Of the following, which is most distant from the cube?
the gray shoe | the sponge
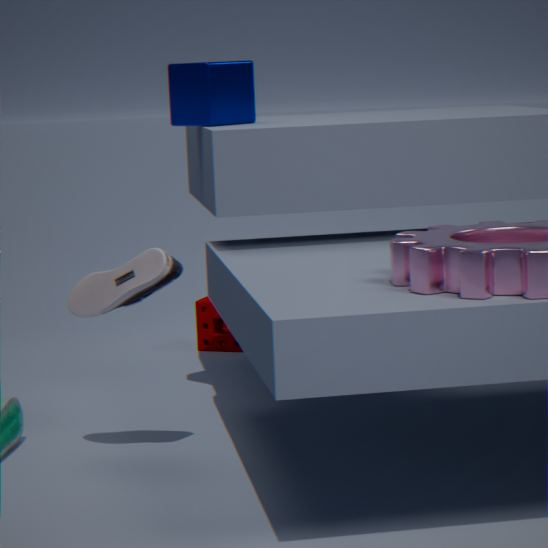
the sponge
